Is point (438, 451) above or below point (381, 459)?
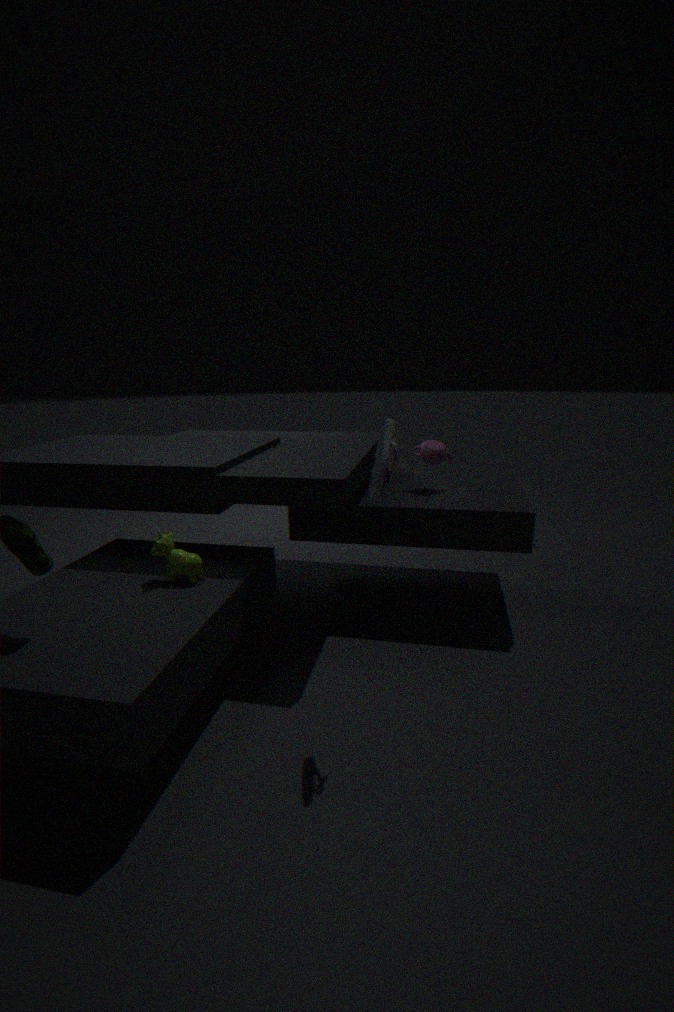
below
